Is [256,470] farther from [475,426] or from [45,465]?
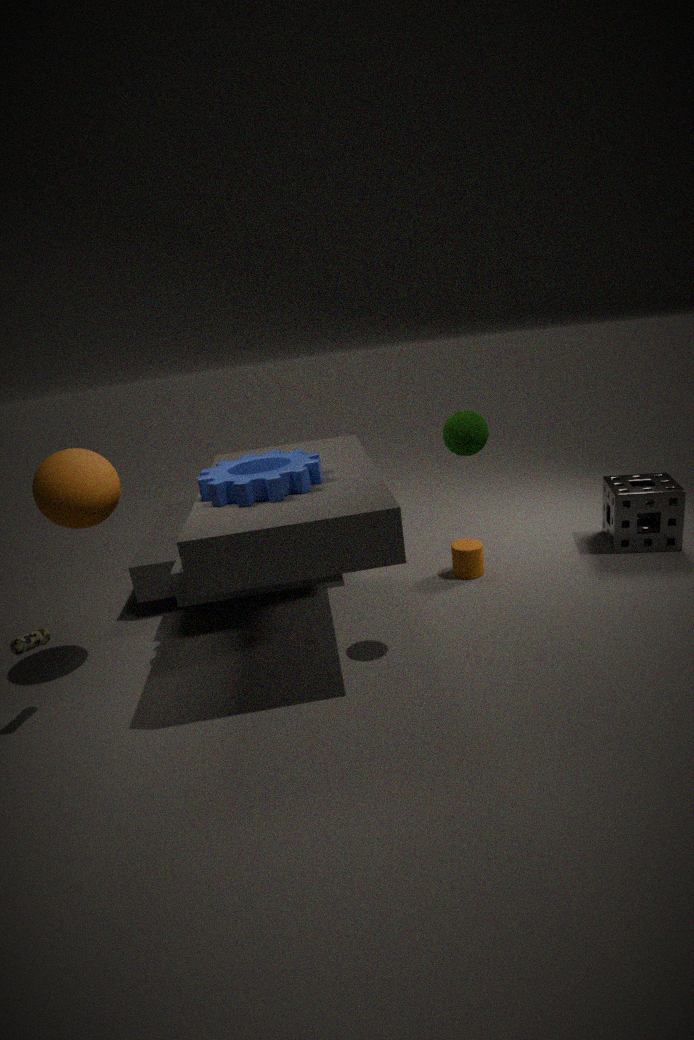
[475,426]
